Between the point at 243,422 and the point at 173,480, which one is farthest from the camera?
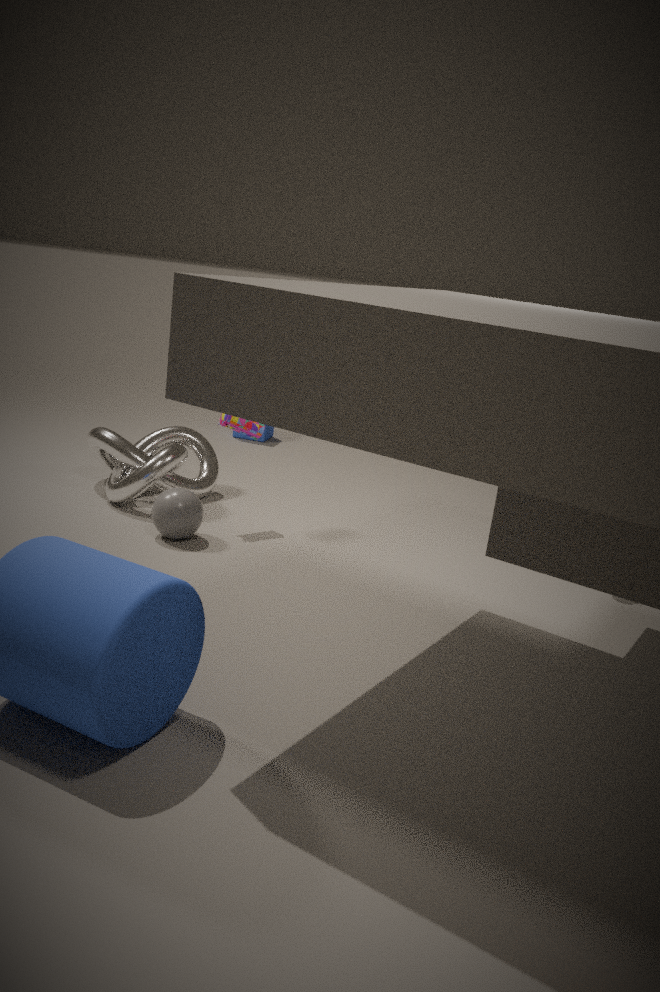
the point at 173,480
